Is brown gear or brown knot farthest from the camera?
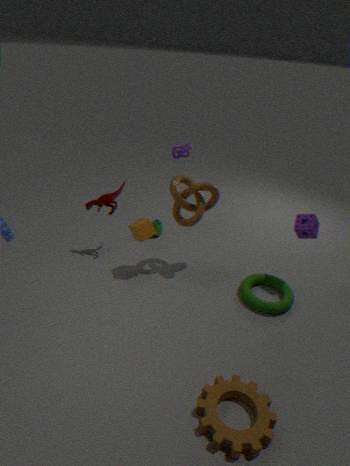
brown knot
